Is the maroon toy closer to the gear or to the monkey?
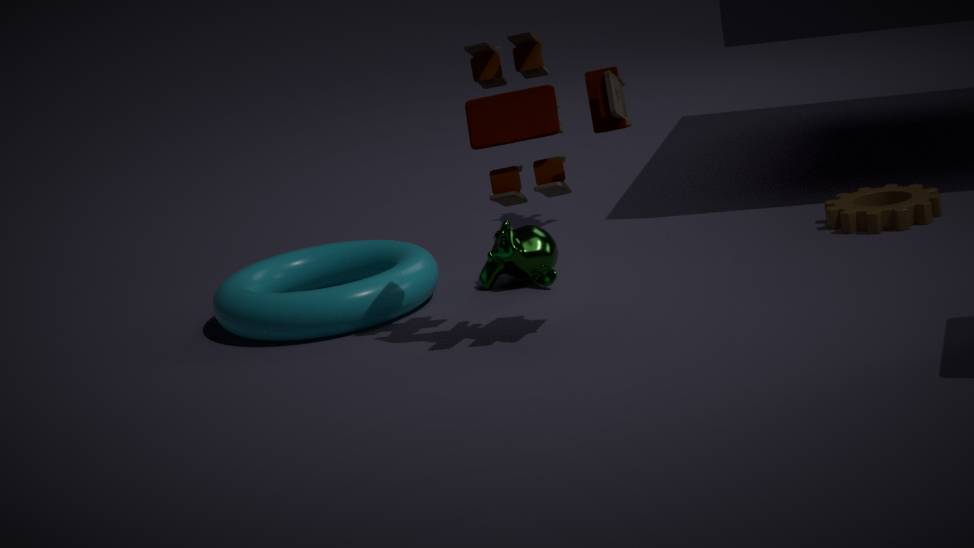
the monkey
